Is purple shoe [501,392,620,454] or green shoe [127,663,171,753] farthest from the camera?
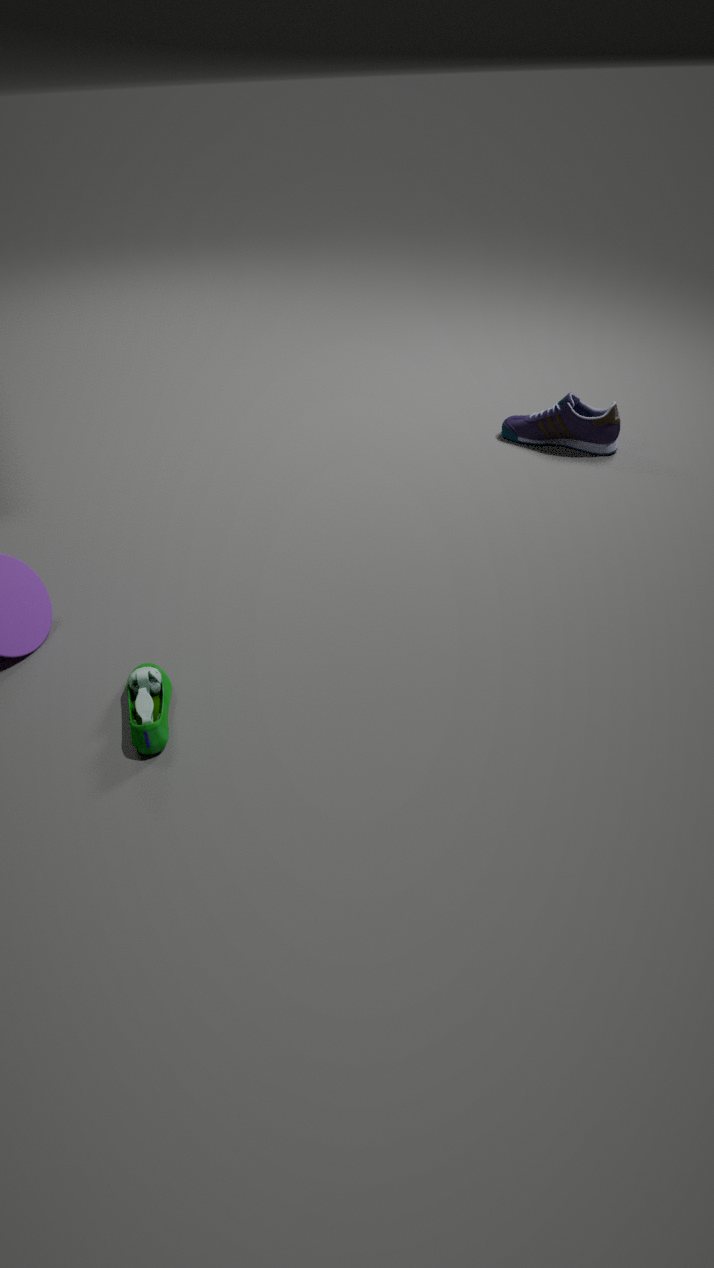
purple shoe [501,392,620,454]
